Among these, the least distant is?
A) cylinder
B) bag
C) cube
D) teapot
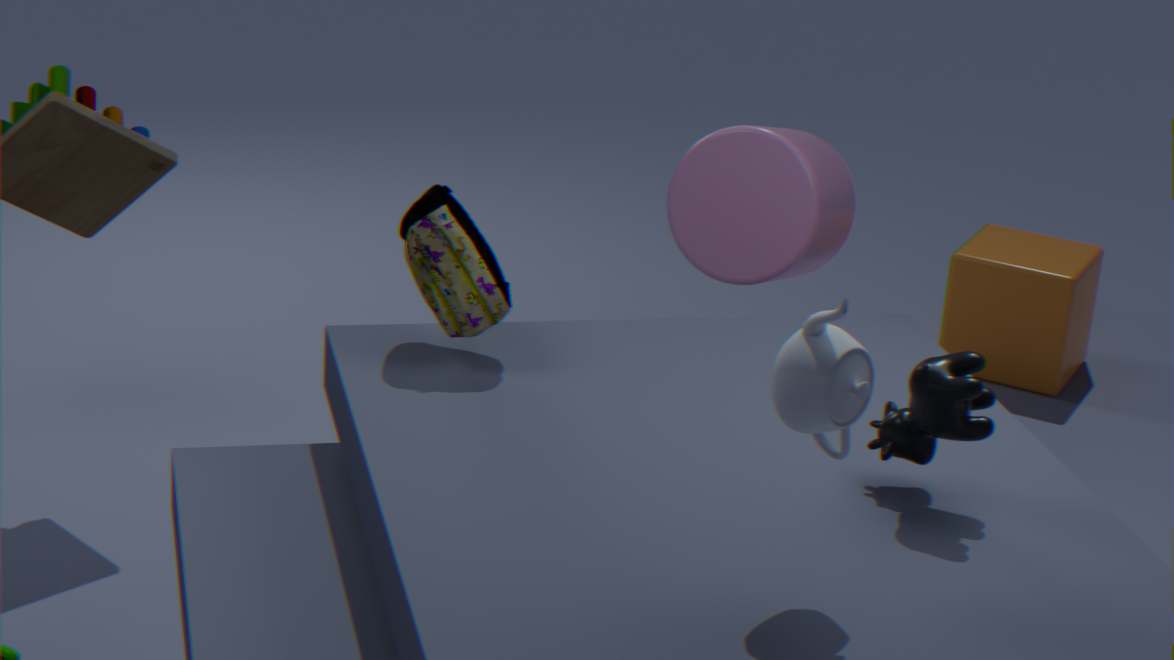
teapot
